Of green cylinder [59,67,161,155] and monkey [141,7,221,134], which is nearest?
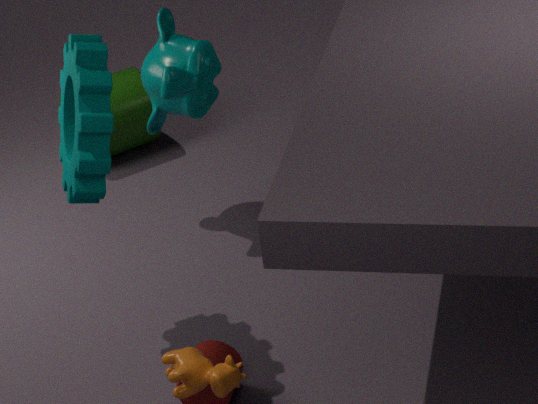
monkey [141,7,221,134]
